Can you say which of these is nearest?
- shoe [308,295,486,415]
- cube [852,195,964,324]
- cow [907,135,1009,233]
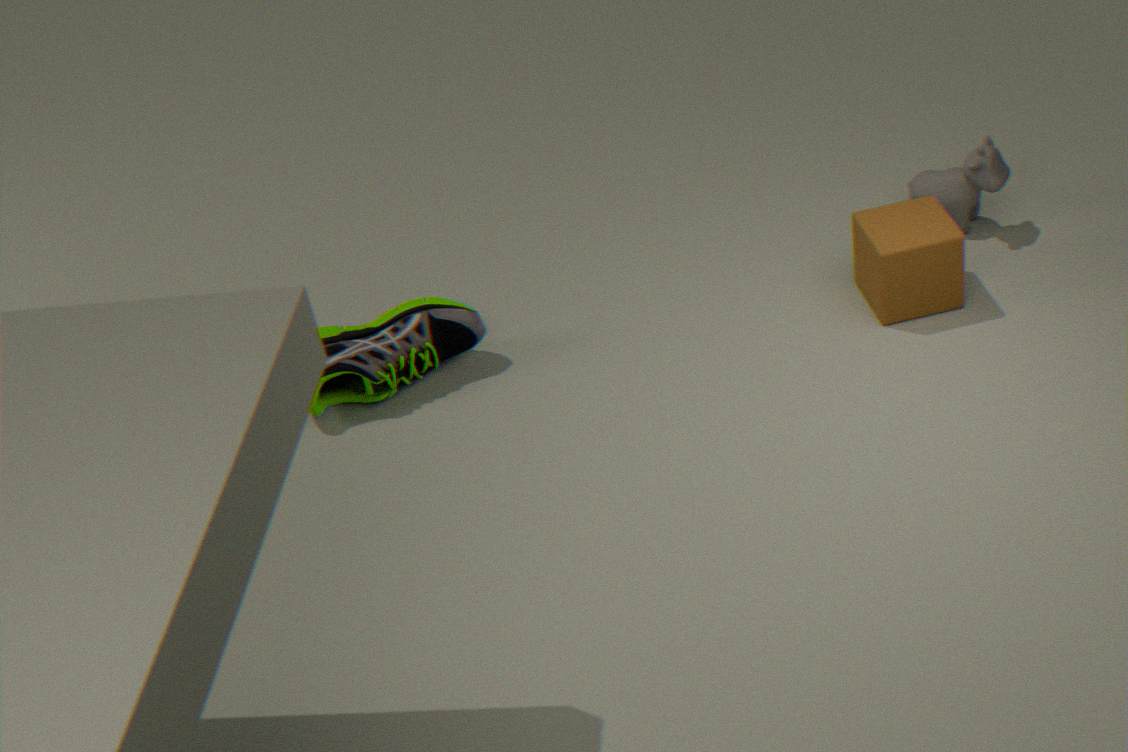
cube [852,195,964,324]
